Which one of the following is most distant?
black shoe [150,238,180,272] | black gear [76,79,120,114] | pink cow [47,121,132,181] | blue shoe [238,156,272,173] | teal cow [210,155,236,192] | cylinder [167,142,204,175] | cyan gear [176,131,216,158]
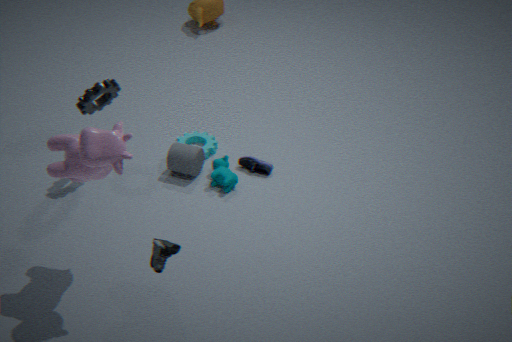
cyan gear [176,131,216,158]
